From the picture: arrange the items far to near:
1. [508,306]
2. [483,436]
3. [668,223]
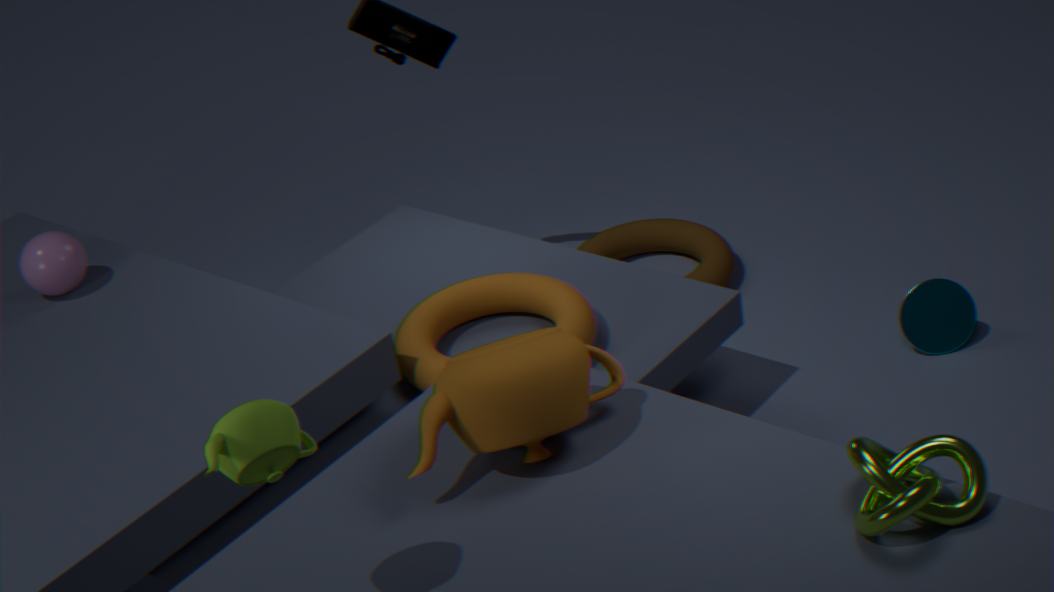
[668,223], [508,306], [483,436]
